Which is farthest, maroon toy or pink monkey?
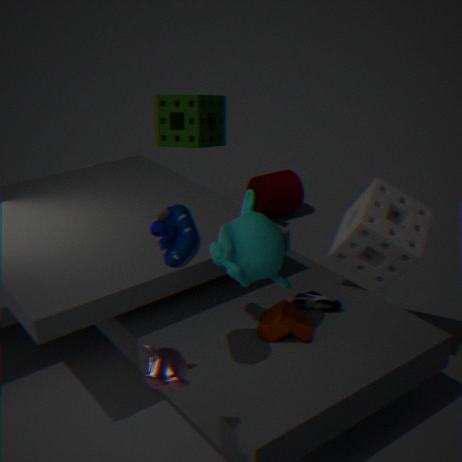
maroon toy
